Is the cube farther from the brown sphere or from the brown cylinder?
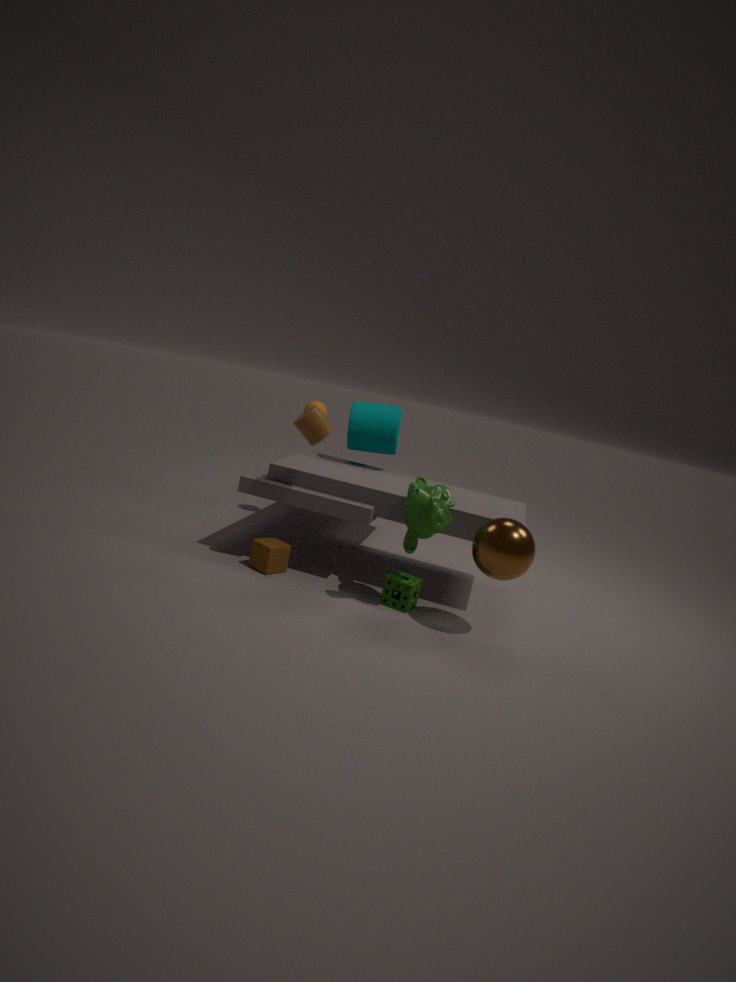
the brown sphere
